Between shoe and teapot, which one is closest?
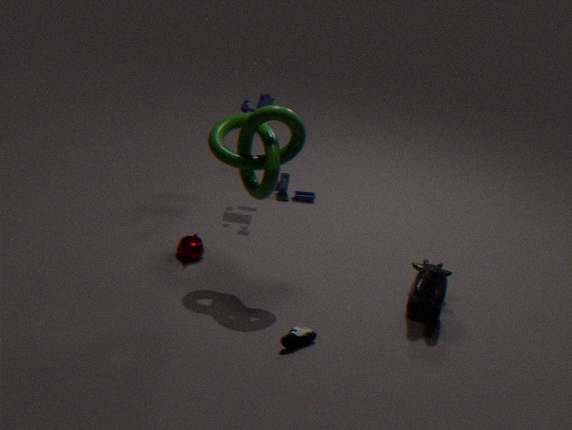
shoe
